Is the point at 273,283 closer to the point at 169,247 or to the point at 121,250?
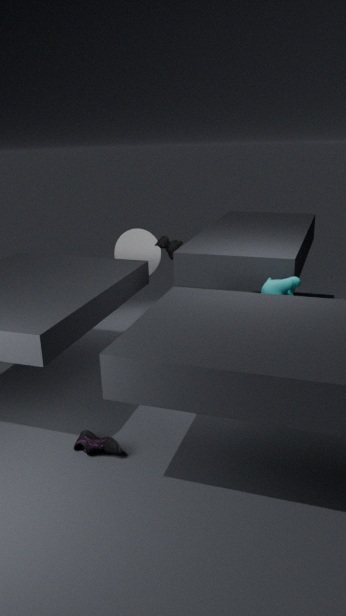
the point at 169,247
